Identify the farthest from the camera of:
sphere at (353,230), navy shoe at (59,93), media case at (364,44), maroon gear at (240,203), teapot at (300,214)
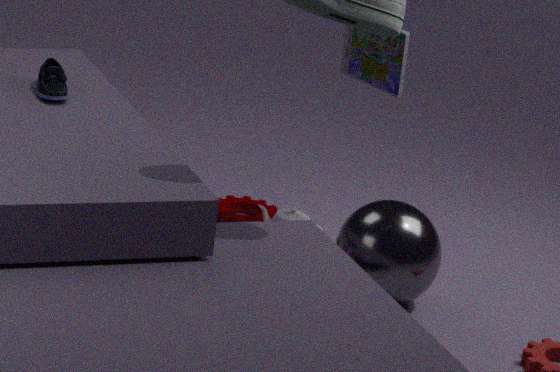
maroon gear at (240,203)
